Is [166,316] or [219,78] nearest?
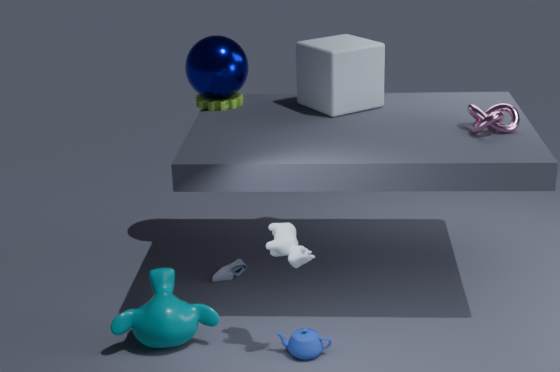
[166,316]
